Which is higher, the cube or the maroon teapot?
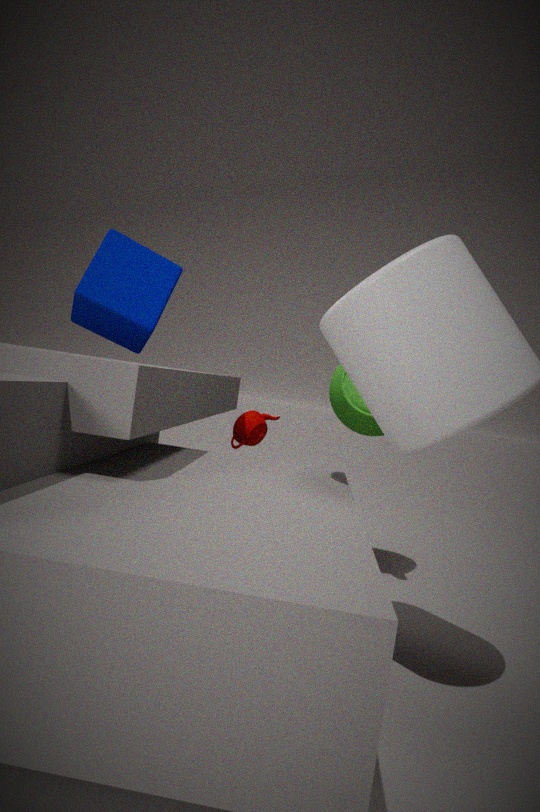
the cube
